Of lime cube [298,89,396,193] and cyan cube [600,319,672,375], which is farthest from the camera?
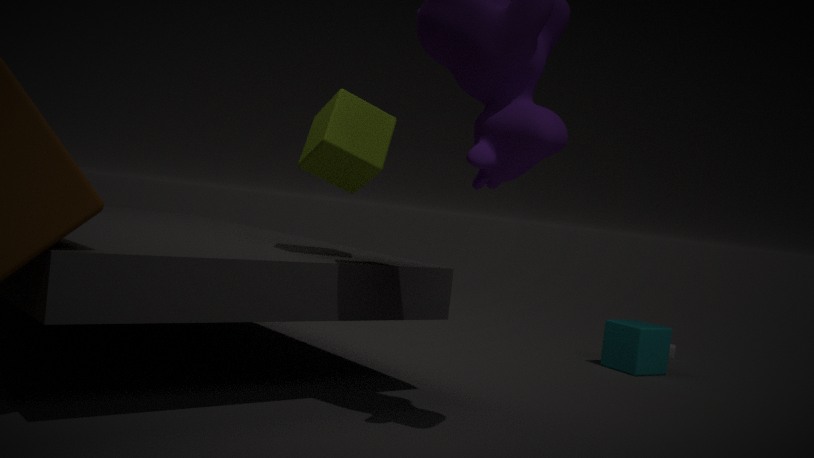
cyan cube [600,319,672,375]
